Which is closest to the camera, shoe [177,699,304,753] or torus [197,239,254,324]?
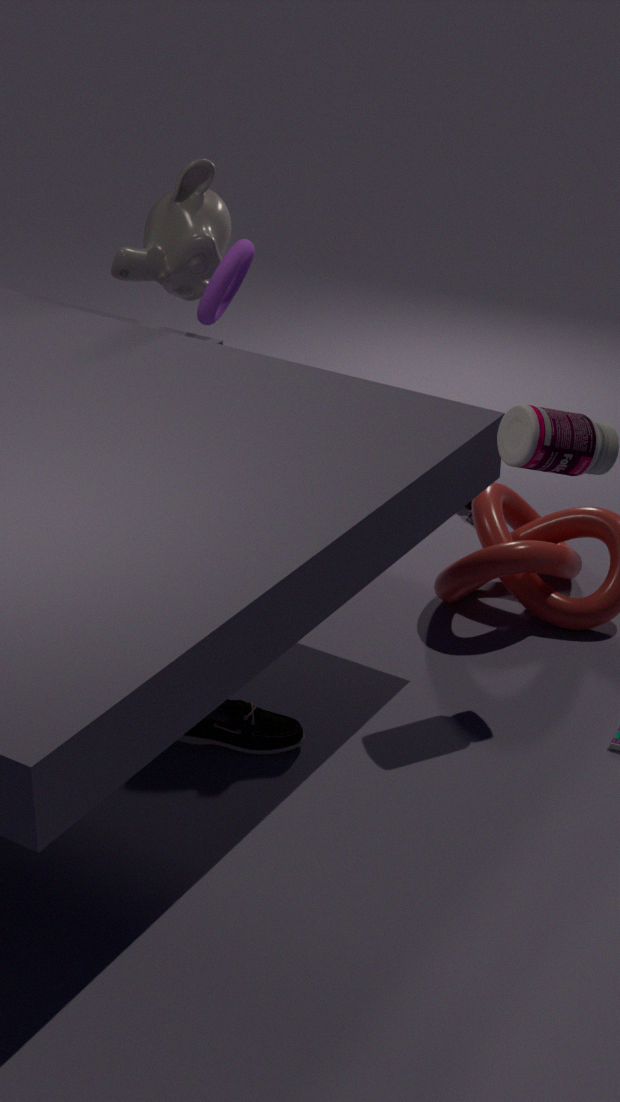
shoe [177,699,304,753]
